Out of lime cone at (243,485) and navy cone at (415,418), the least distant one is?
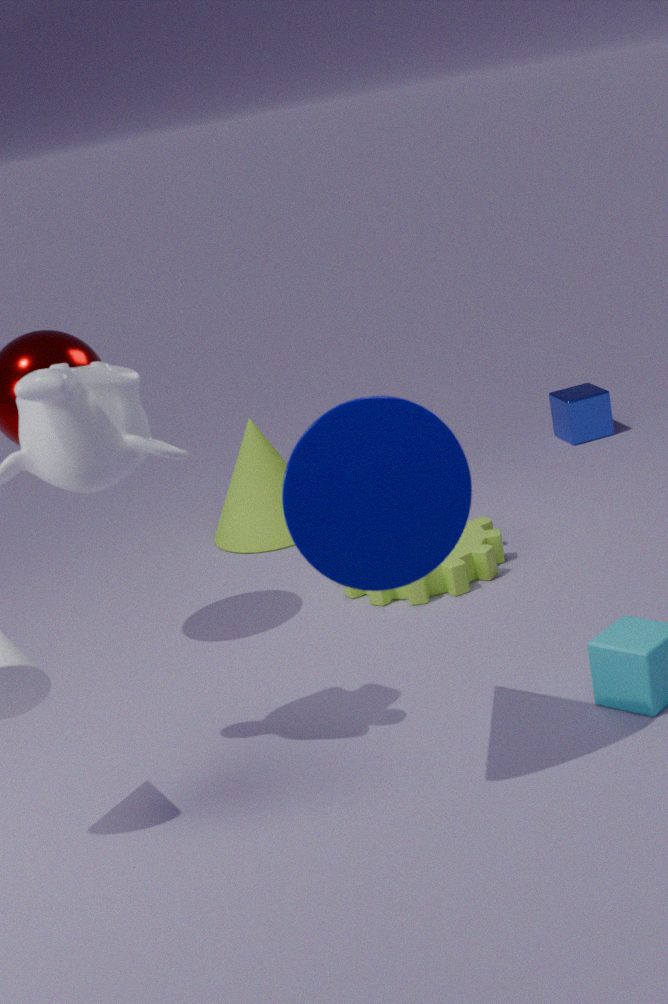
navy cone at (415,418)
